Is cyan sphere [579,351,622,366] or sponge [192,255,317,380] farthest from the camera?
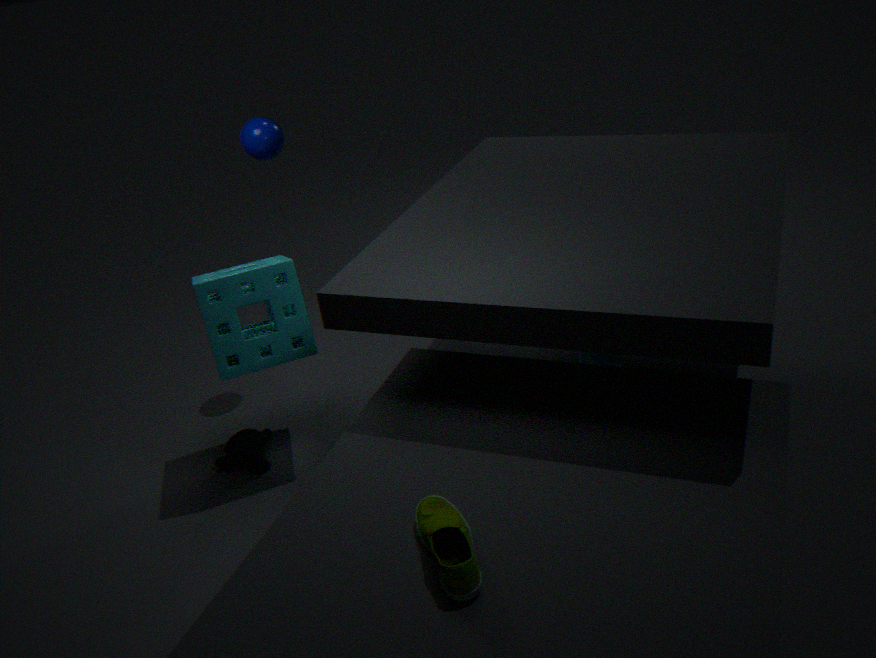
cyan sphere [579,351,622,366]
